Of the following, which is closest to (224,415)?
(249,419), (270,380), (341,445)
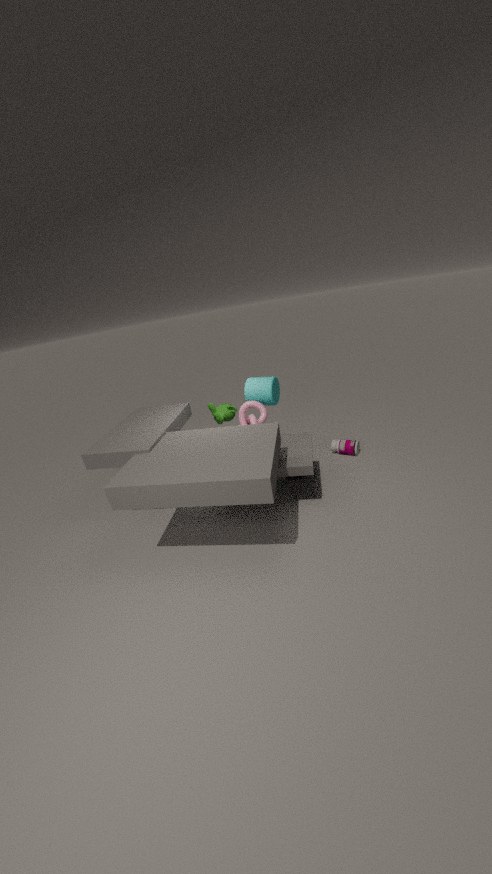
(270,380)
